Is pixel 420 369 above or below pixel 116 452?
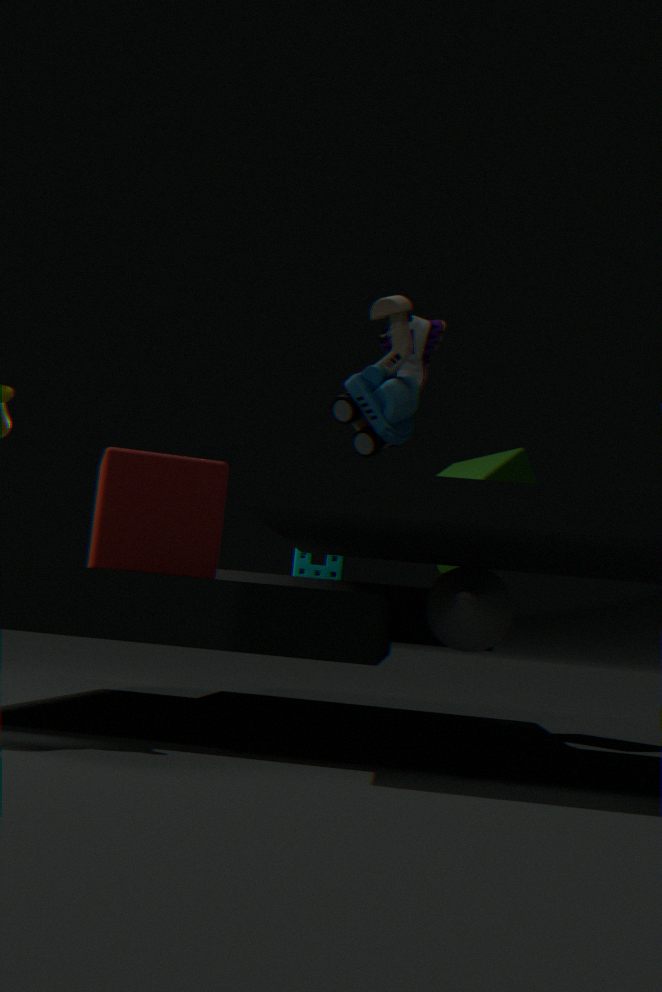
above
